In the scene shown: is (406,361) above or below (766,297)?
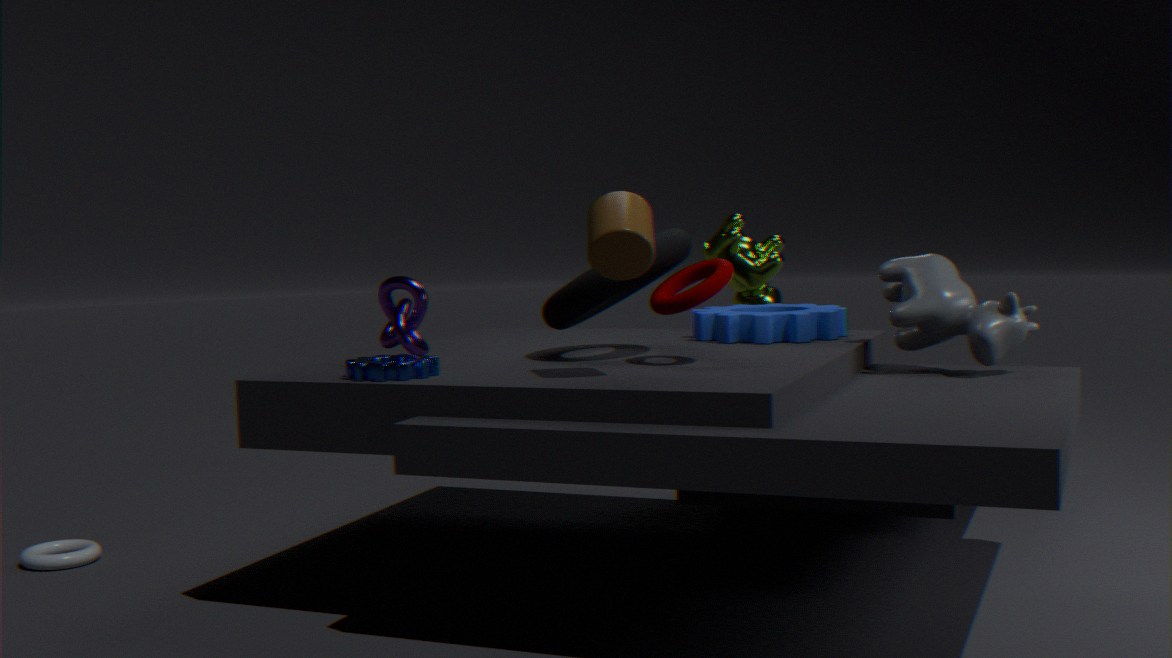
below
